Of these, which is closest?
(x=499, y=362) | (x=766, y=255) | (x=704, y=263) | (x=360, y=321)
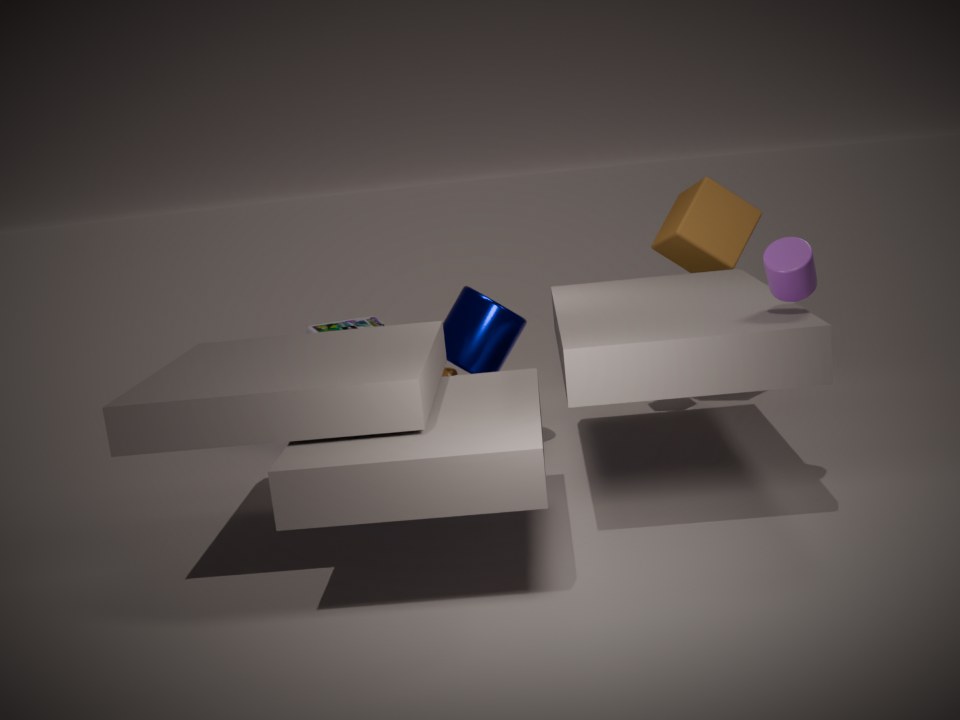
(x=766, y=255)
